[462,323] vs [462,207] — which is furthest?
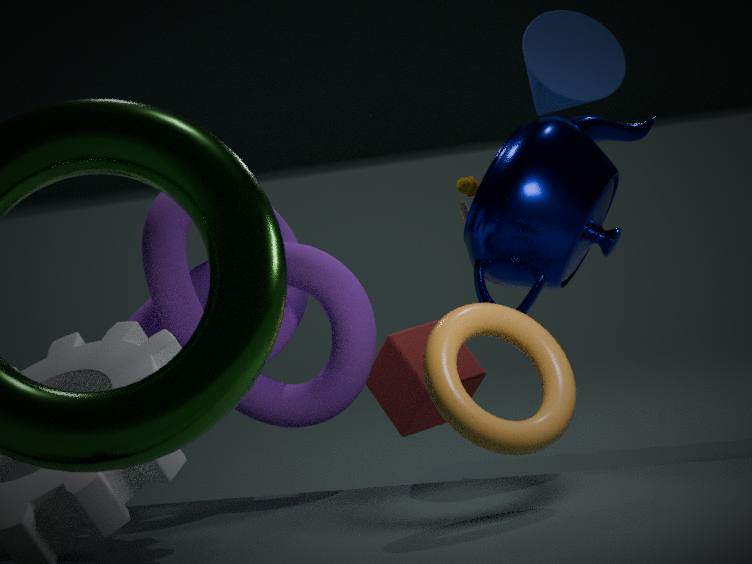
[462,207]
